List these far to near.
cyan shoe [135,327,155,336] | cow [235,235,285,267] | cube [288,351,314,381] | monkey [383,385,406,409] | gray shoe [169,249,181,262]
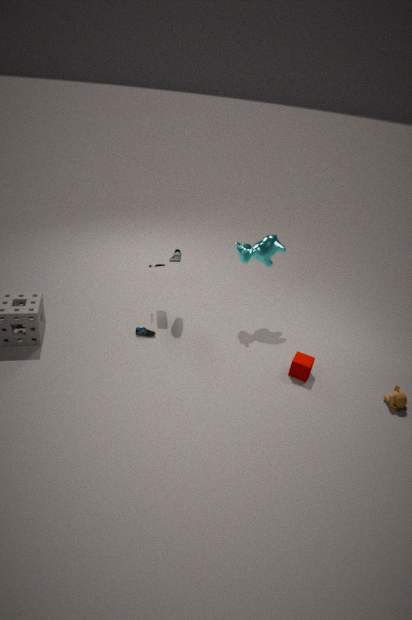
cow [235,235,285,267] < gray shoe [169,249,181,262] < cyan shoe [135,327,155,336] < cube [288,351,314,381] < monkey [383,385,406,409]
